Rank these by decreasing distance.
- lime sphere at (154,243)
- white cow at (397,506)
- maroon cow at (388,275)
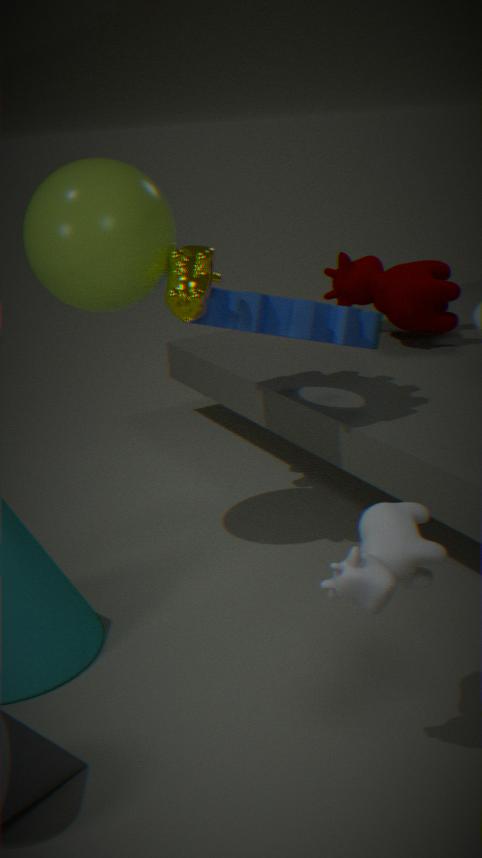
maroon cow at (388,275) < lime sphere at (154,243) < white cow at (397,506)
